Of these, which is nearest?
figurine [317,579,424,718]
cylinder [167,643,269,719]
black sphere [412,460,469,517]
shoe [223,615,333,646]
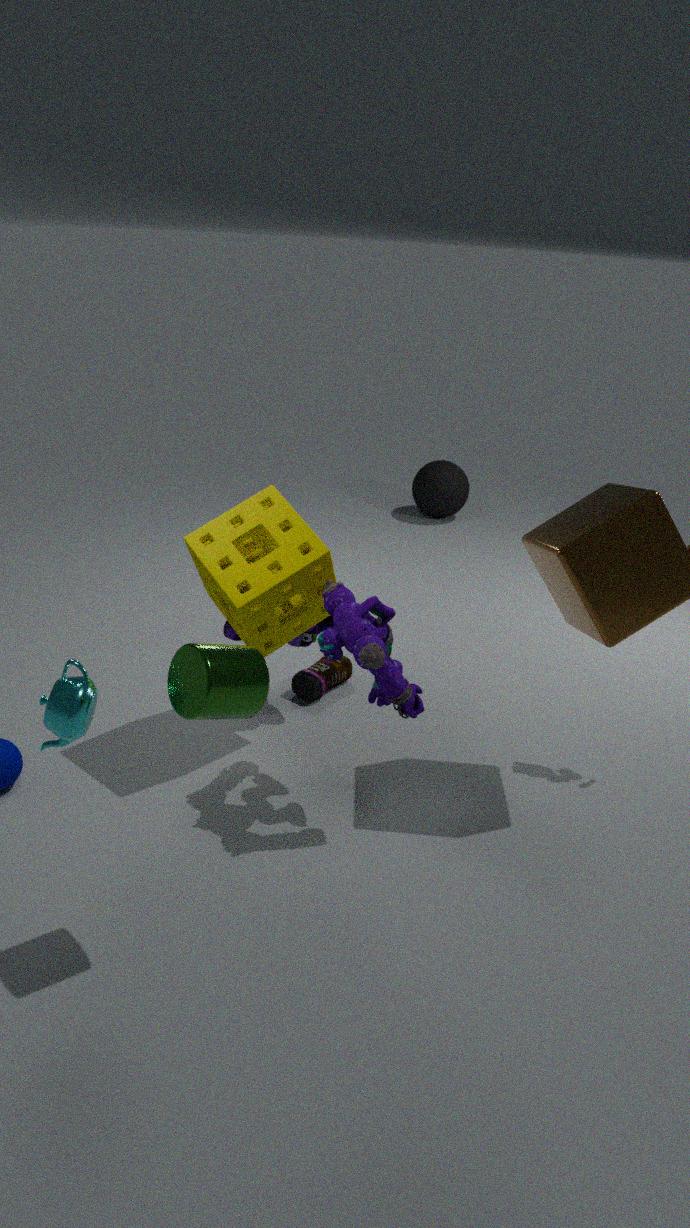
cylinder [167,643,269,719]
